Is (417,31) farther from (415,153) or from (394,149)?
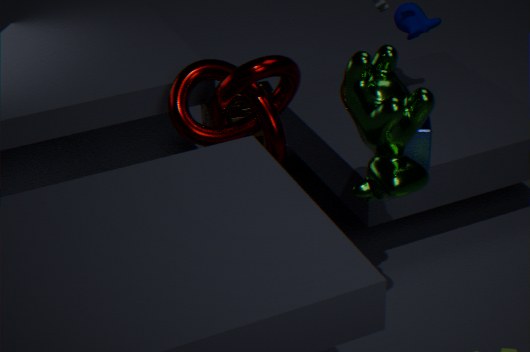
(394,149)
